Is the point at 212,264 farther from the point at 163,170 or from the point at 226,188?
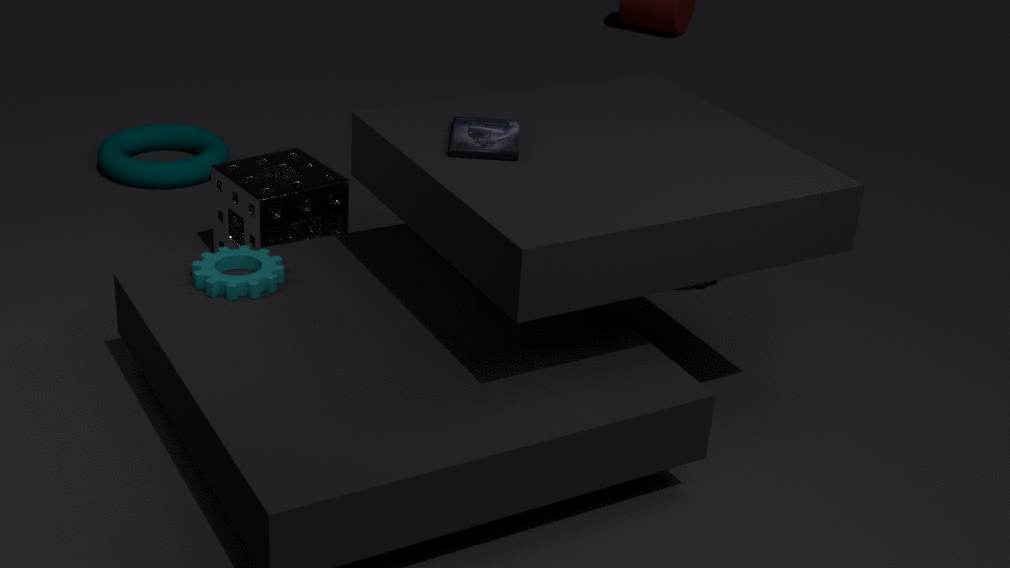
the point at 163,170
